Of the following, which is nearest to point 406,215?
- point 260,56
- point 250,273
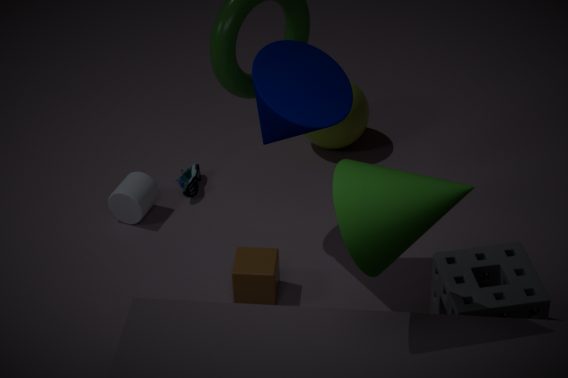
point 260,56
